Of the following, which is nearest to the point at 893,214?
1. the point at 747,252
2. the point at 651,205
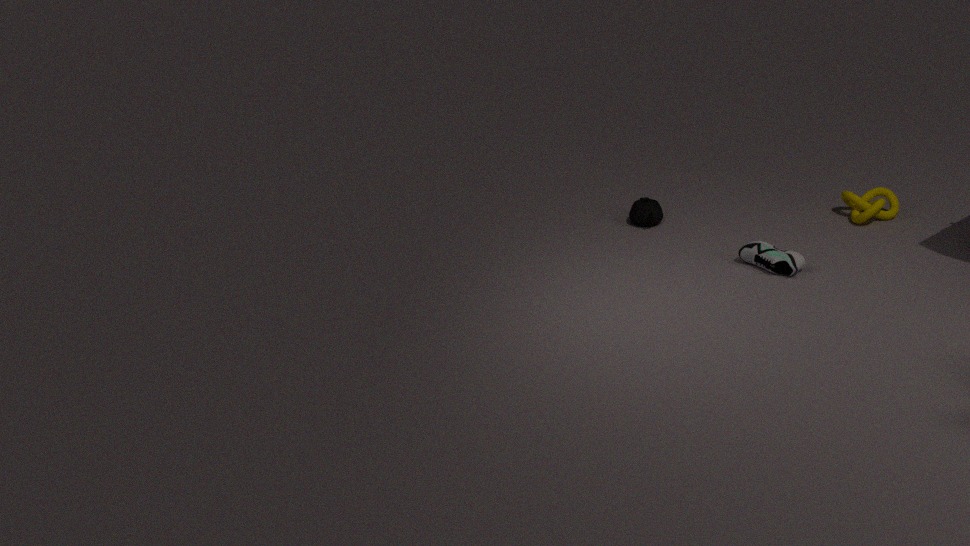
the point at 747,252
